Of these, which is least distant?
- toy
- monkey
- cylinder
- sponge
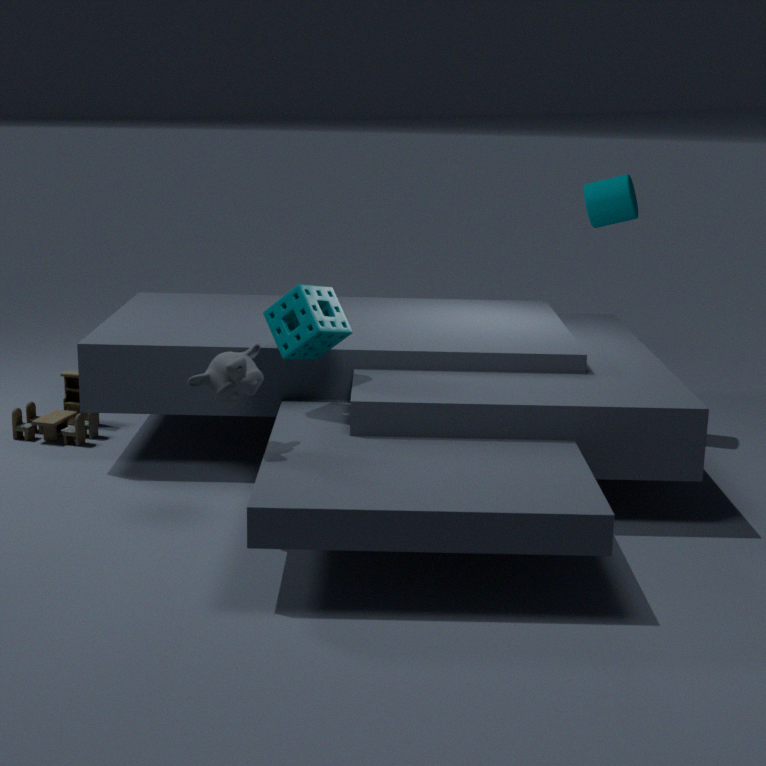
monkey
